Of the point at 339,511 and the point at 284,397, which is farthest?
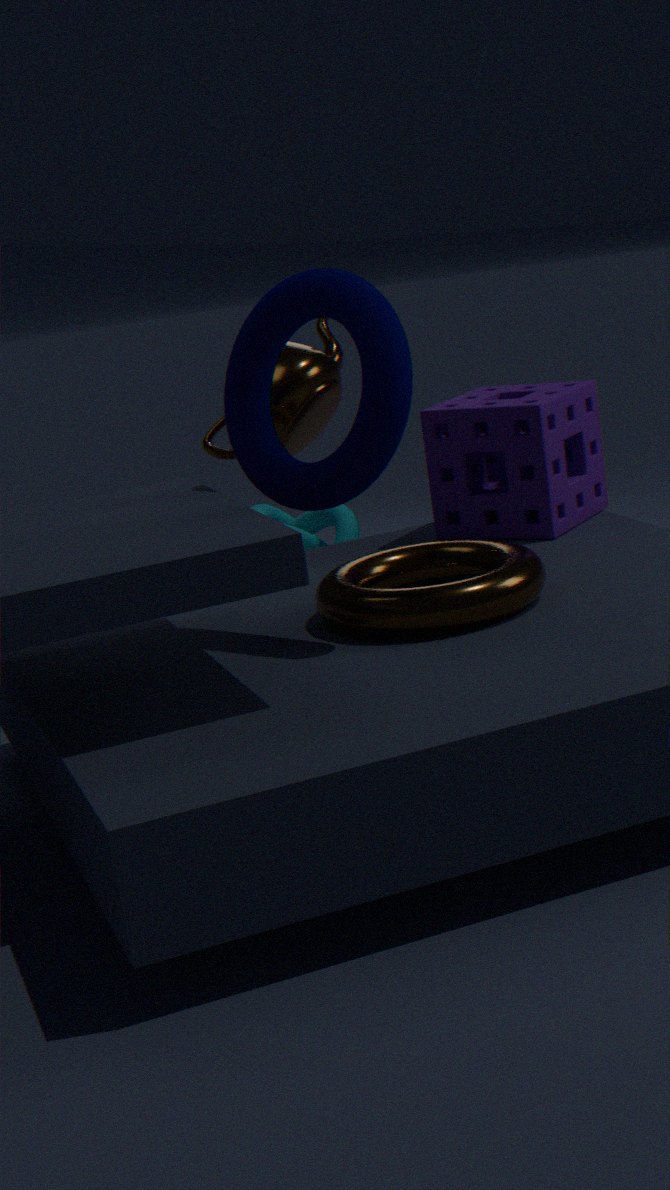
the point at 339,511
